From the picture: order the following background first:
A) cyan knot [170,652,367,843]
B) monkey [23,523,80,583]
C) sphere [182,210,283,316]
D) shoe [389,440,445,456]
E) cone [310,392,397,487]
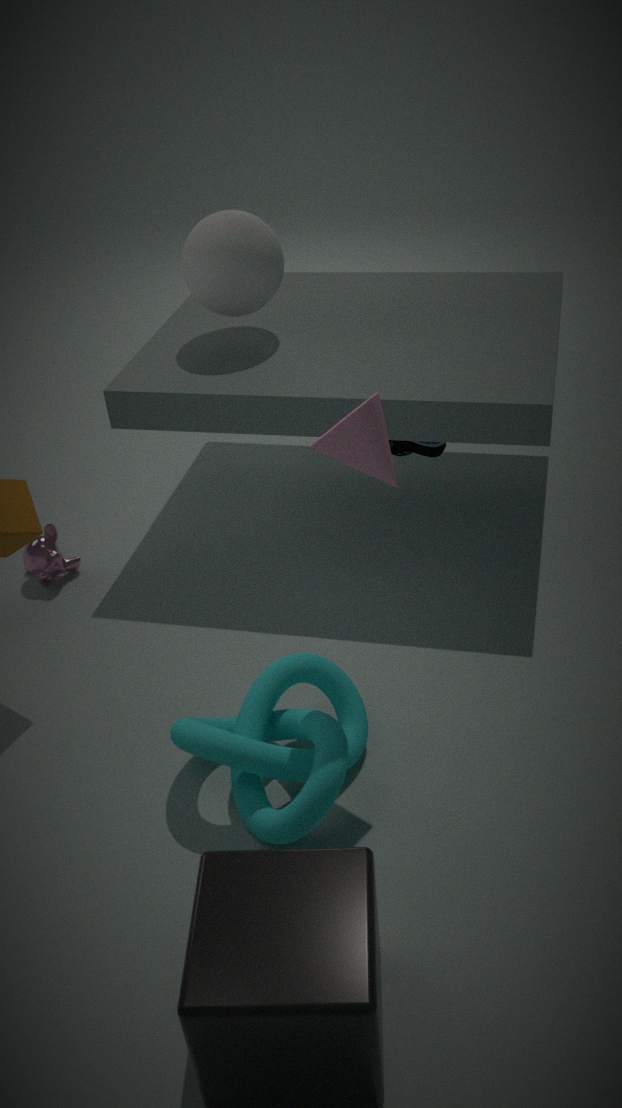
1. monkey [23,523,80,583]
2. sphere [182,210,283,316]
3. shoe [389,440,445,456]
4. cyan knot [170,652,367,843]
5. cone [310,392,397,487]
